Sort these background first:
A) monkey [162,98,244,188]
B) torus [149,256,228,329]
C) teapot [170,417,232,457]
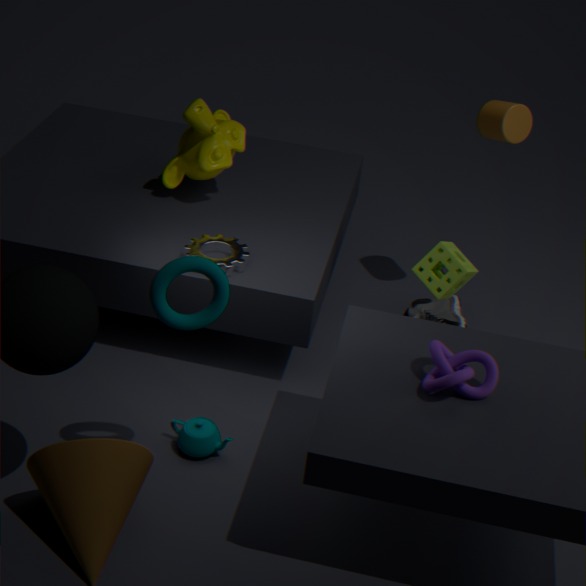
1. monkey [162,98,244,188]
2. teapot [170,417,232,457]
3. torus [149,256,228,329]
